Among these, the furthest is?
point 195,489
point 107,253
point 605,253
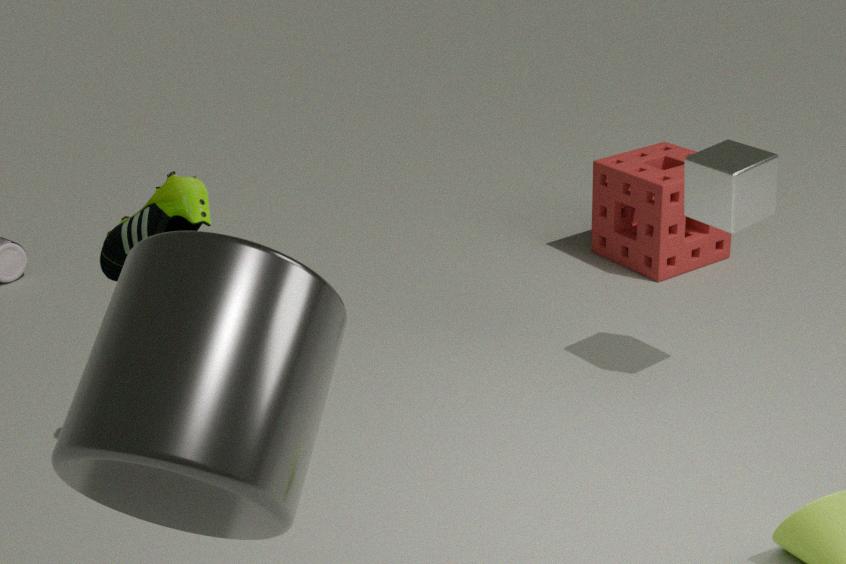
point 605,253
